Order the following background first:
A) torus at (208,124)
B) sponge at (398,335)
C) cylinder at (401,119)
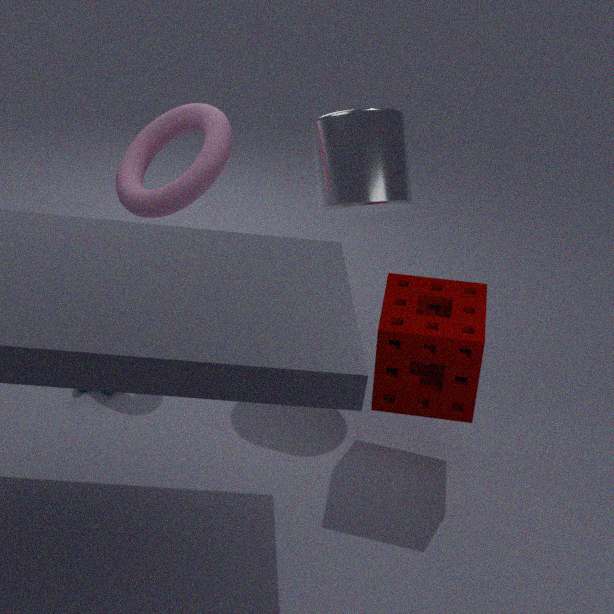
A. torus at (208,124), C. cylinder at (401,119), B. sponge at (398,335)
